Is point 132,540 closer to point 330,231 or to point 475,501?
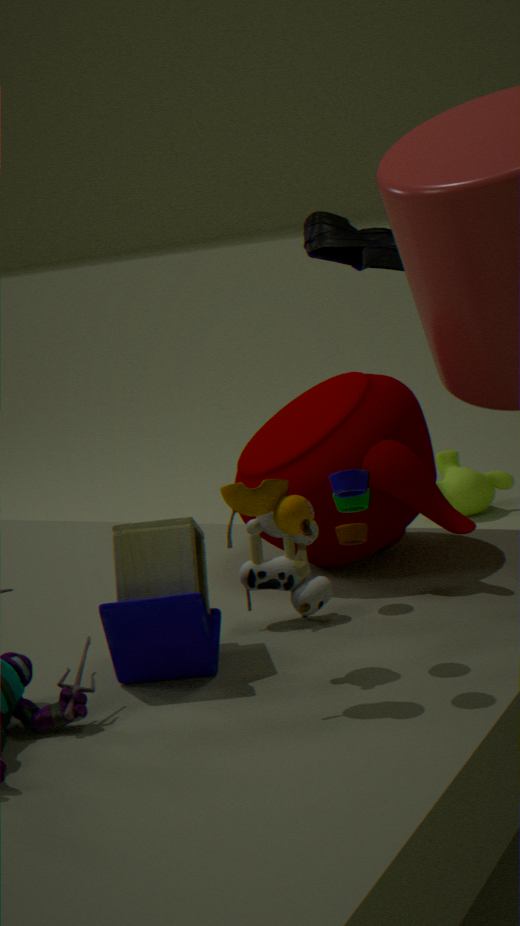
point 330,231
